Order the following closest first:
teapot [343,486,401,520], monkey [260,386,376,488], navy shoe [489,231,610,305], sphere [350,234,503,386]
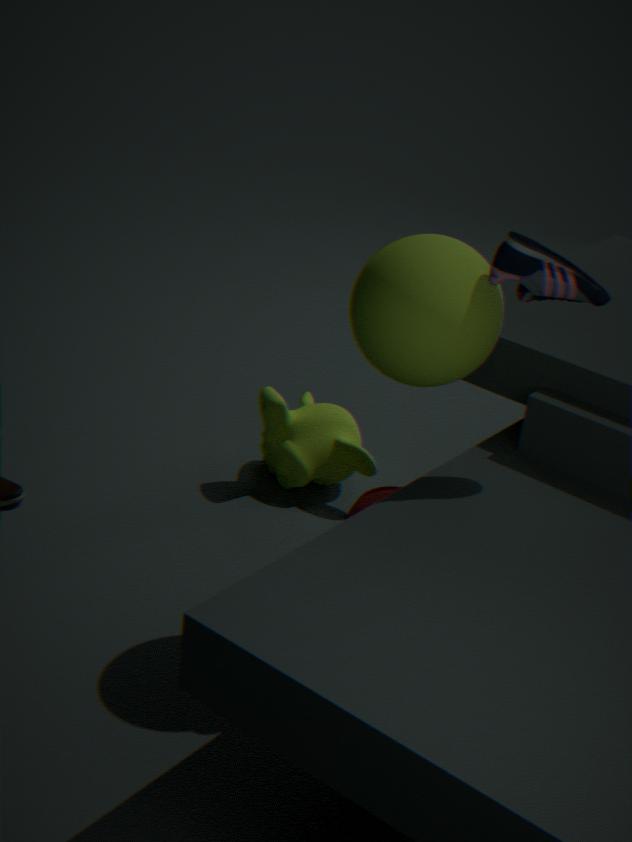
navy shoe [489,231,610,305] → sphere [350,234,503,386] → teapot [343,486,401,520] → monkey [260,386,376,488]
